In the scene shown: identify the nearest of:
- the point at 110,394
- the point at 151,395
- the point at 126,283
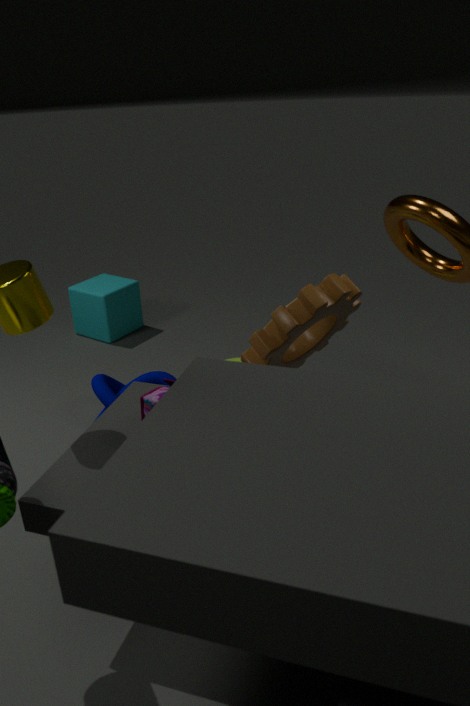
the point at 151,395
